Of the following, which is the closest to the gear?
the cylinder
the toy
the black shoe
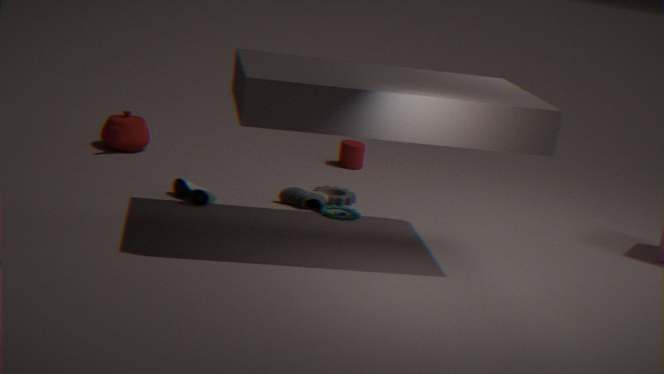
the toy
